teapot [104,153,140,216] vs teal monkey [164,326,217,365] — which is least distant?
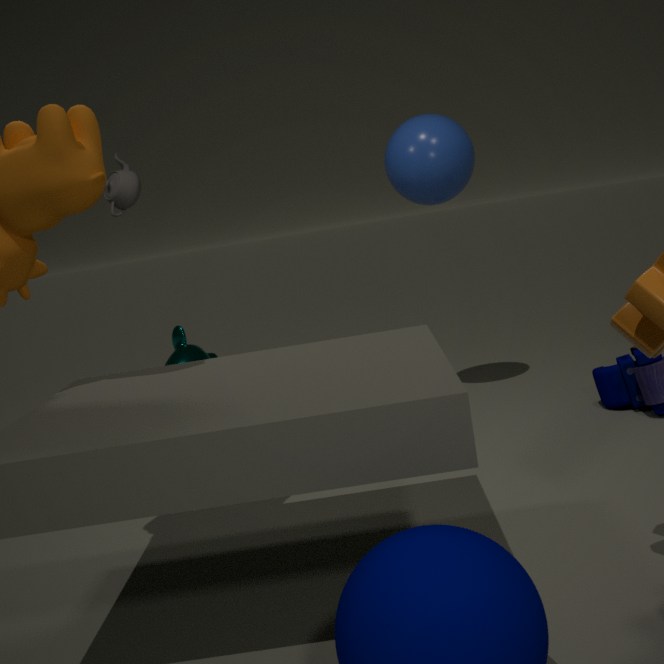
teapot [104,153,140,216]
